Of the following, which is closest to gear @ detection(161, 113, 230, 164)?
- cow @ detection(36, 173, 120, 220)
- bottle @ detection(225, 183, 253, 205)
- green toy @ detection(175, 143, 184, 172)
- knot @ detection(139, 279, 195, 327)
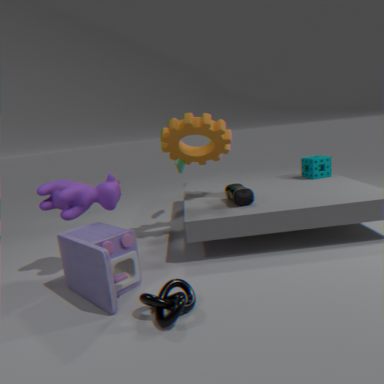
green toy @ detection(175, 143, 184, 172)
